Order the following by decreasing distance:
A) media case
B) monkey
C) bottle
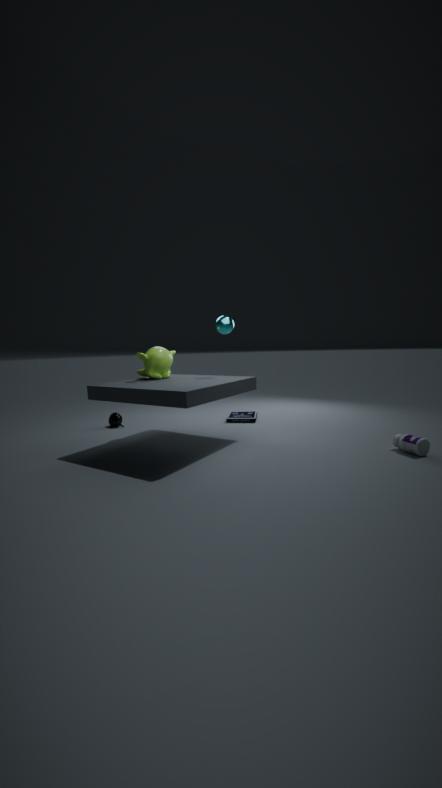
1. media case
2. monkey
3. bottle
